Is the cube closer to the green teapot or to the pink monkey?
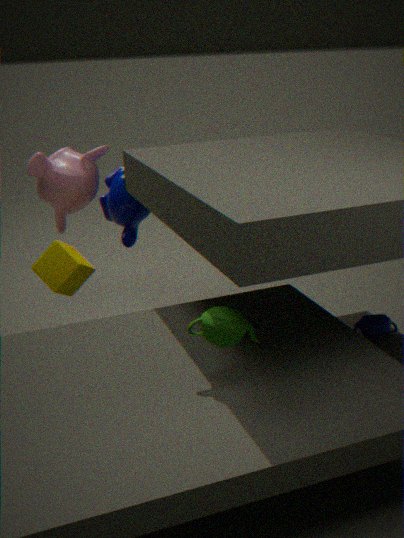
the pink monkey
